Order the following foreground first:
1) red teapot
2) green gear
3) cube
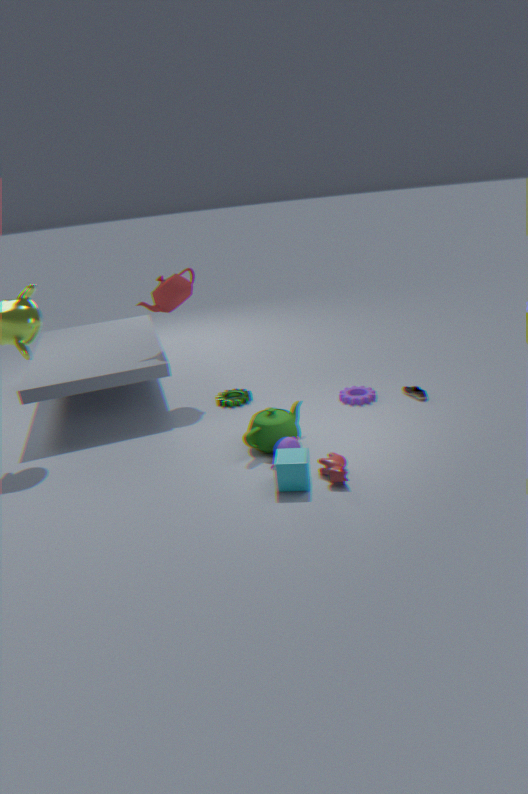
3. cube < 1. red teapot < 2. green gear
